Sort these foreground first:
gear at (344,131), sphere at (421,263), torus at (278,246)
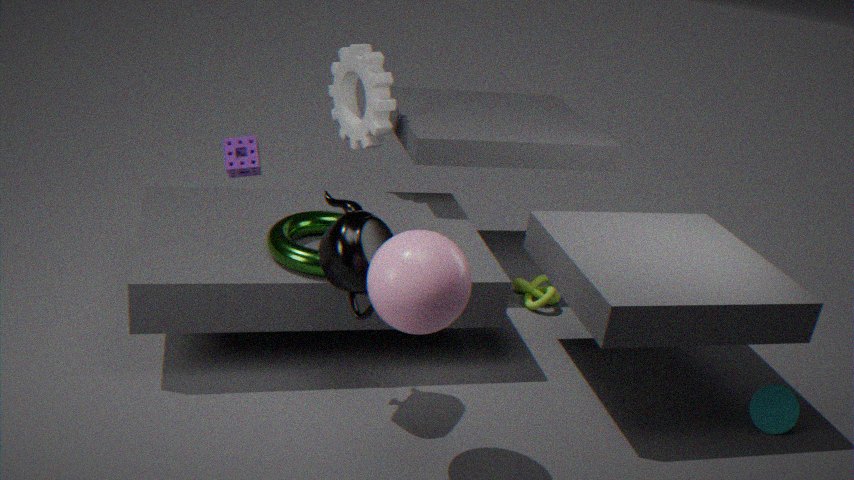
sphere at (421,263) < torus at (278,246) < gear at (344,131)
